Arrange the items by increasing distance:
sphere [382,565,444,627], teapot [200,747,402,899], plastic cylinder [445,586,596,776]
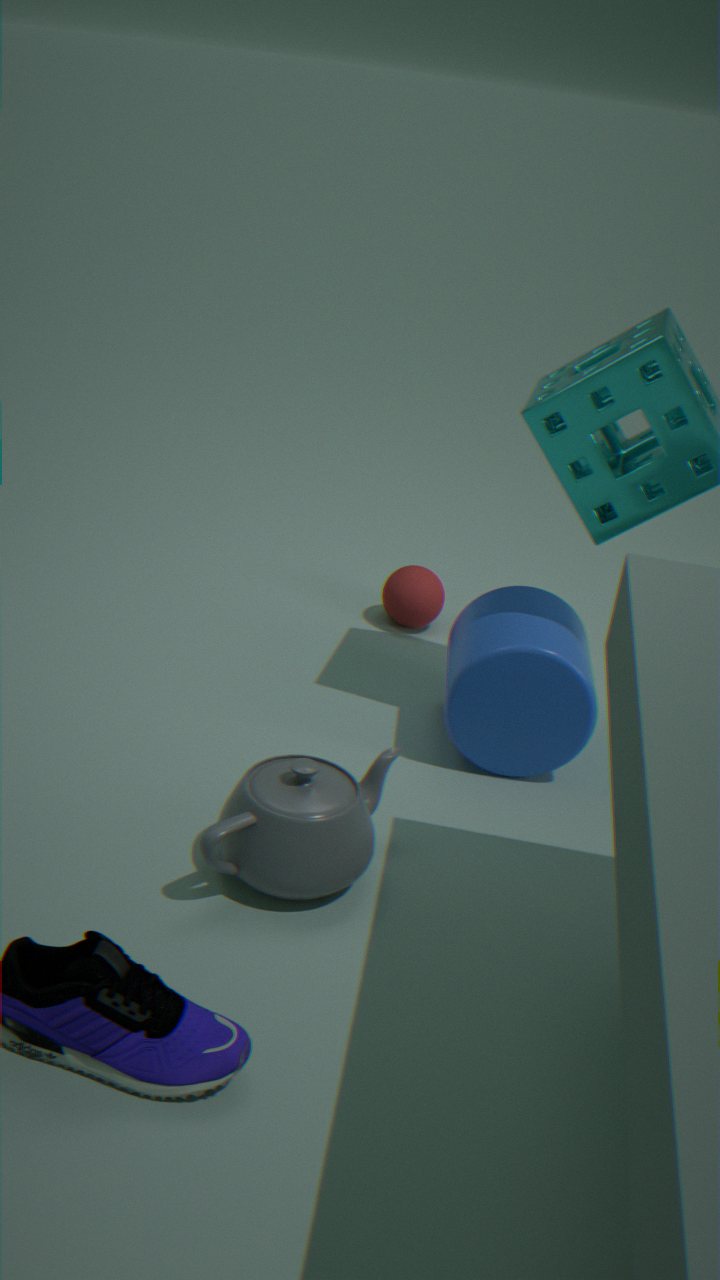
1. teapot [200,747,402,899]
2. plastic cylinder [445,586,596,776]
3. sphere [382,565,444,627]
